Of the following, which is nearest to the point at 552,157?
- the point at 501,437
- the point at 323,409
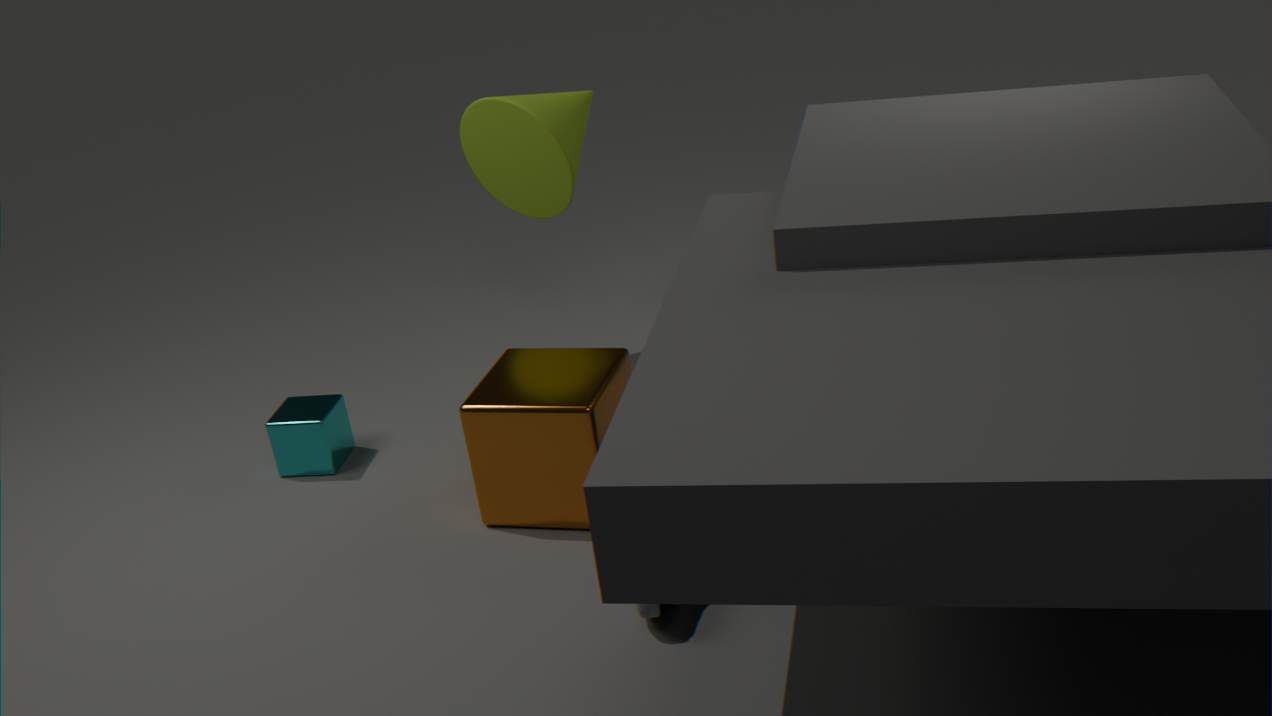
the point at 501,437
